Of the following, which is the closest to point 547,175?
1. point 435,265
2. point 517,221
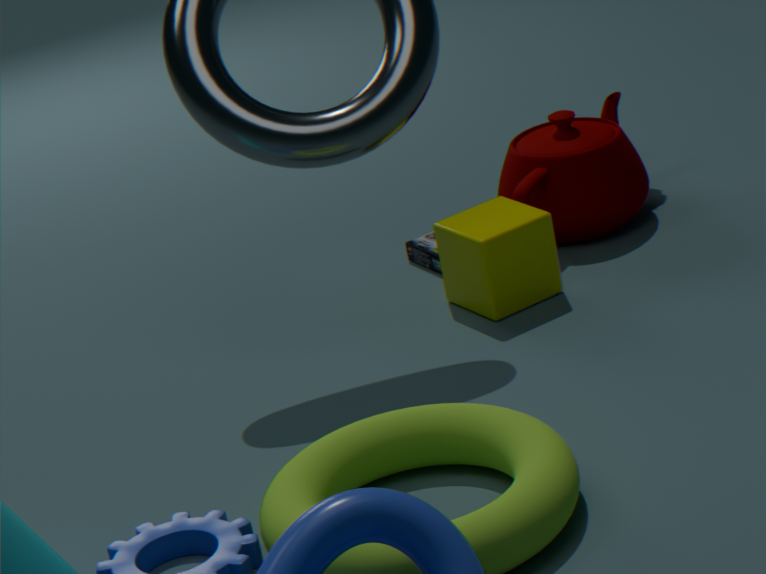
point 435,265
